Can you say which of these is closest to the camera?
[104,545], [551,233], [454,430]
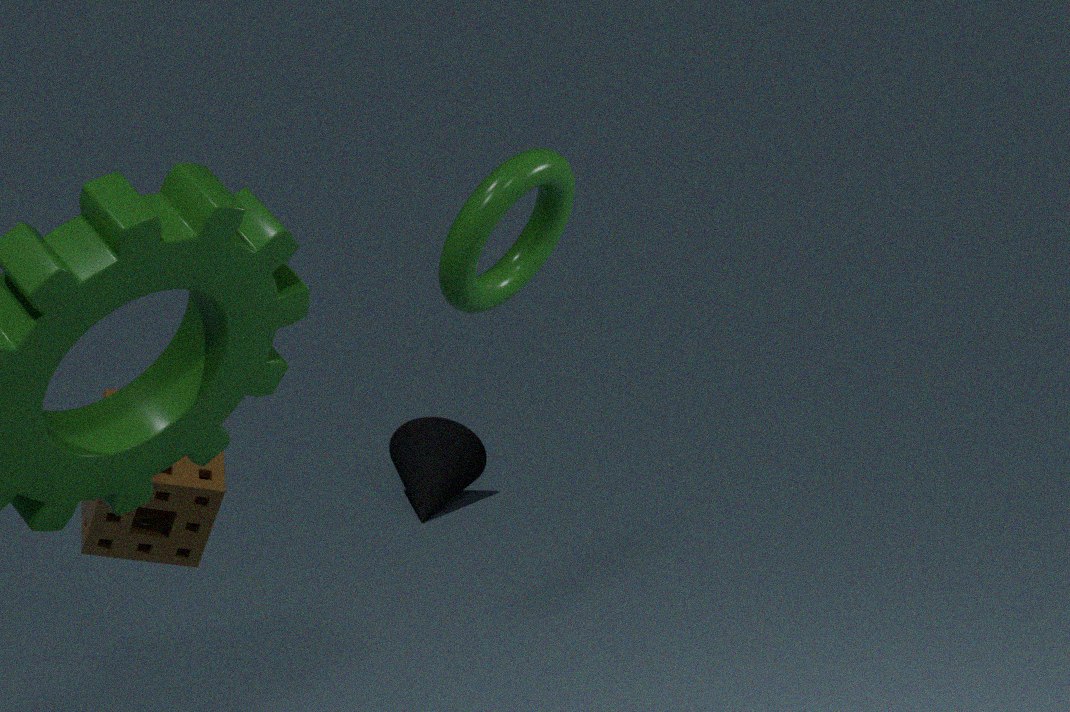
[551,233]
